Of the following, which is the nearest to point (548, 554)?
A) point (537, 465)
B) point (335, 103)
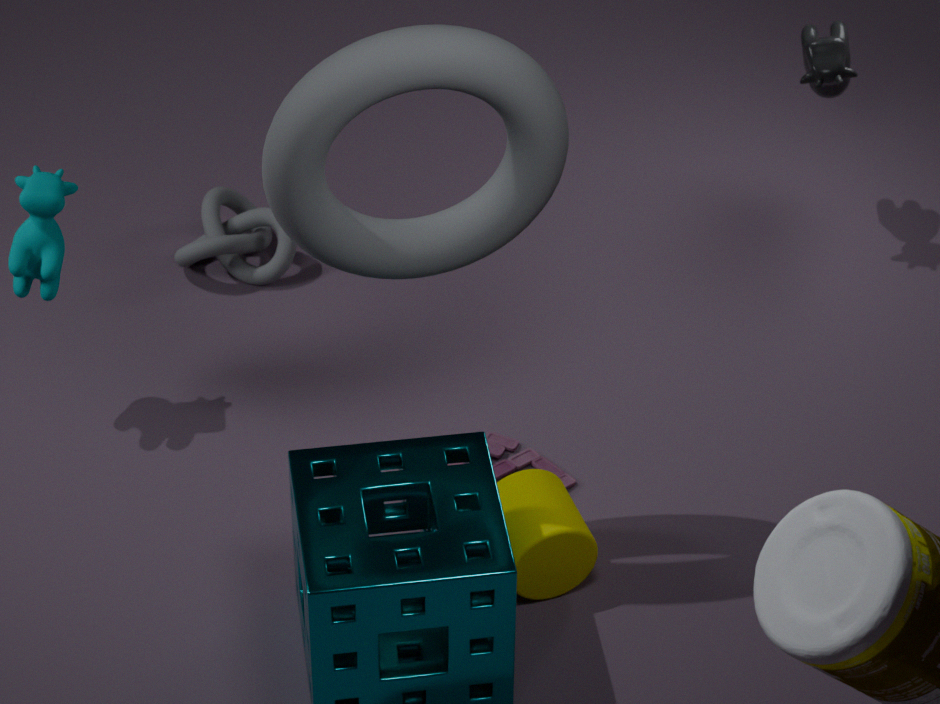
point (537, 465)
